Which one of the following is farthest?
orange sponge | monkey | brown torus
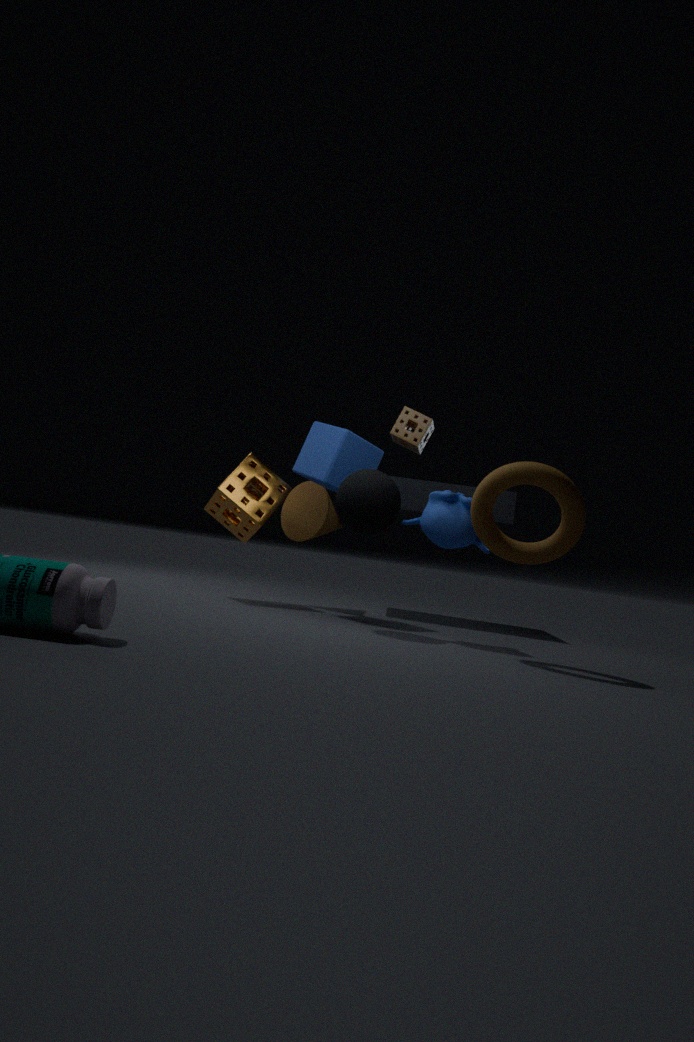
orange sponge
